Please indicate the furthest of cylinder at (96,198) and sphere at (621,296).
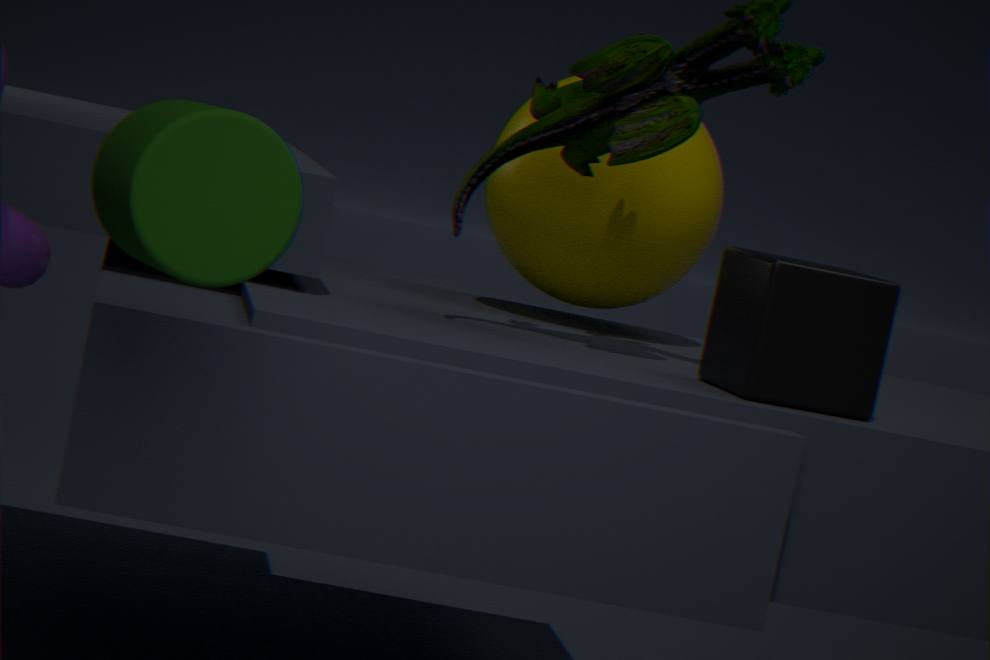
sphere at (621,296)
